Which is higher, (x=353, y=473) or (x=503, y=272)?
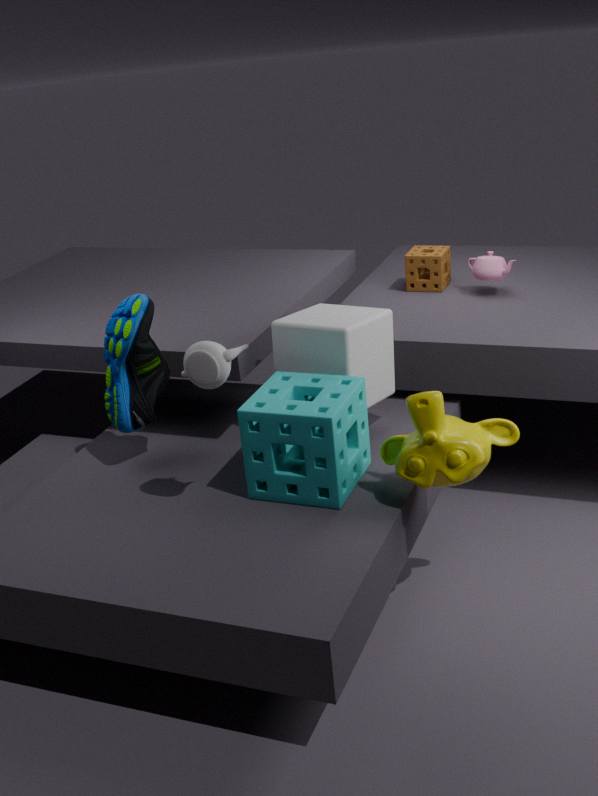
(x=503, y=272)
